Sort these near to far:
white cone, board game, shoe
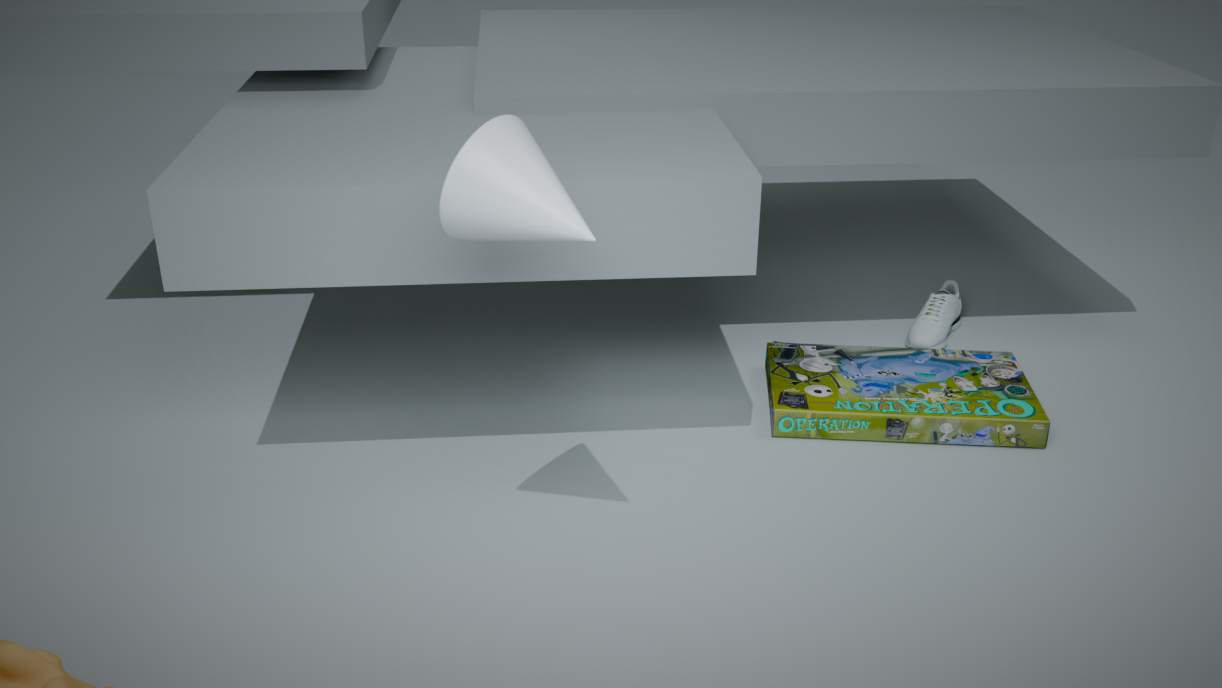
white cone < board game < shoe
